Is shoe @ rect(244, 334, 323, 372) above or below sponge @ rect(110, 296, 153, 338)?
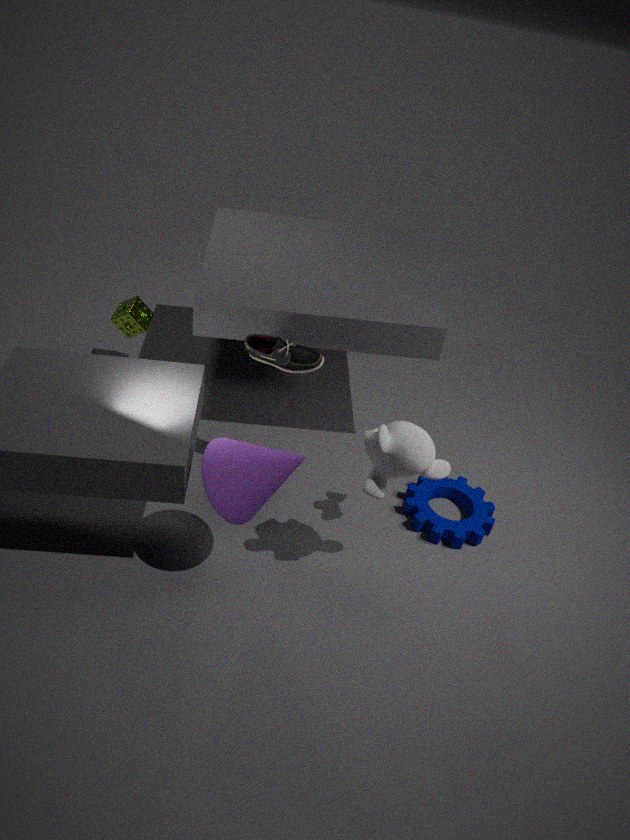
above
